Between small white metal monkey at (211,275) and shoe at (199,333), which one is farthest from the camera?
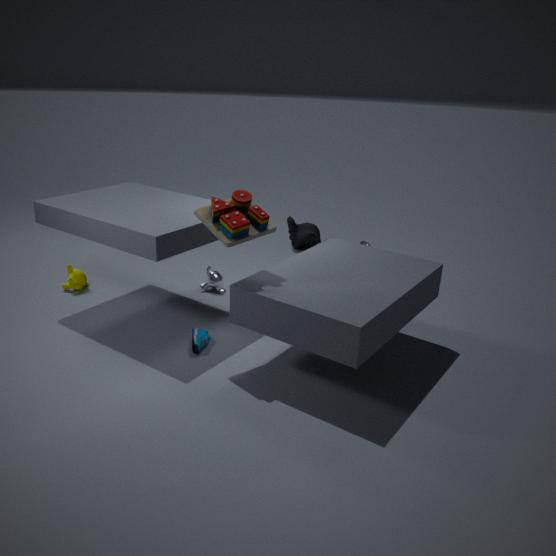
small white metal monkey at (211,275)
